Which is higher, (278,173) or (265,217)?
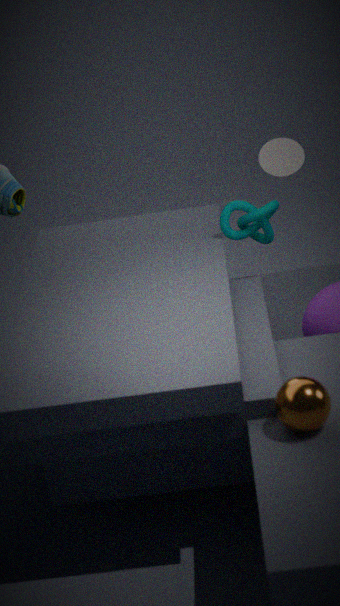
(278,173)
